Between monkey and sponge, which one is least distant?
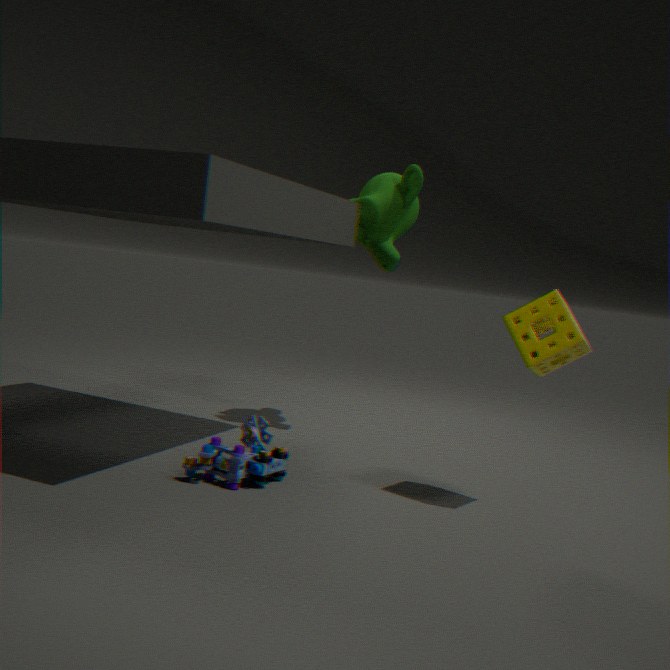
sponge
